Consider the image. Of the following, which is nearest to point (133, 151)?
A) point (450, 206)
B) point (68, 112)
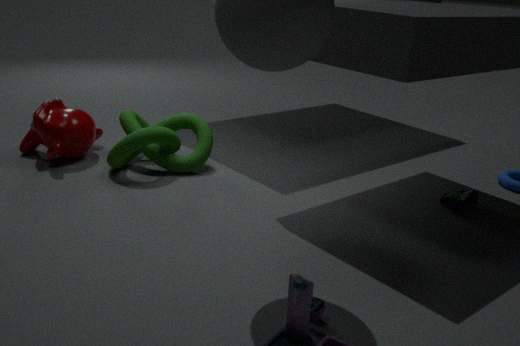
point (68, 112)
